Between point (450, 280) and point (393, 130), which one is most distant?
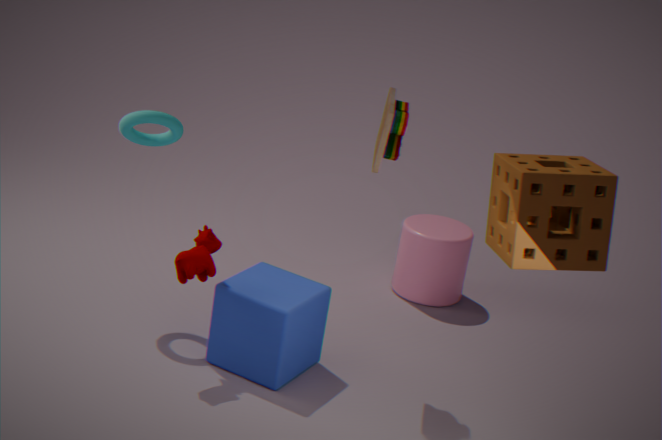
point (450, 280)
